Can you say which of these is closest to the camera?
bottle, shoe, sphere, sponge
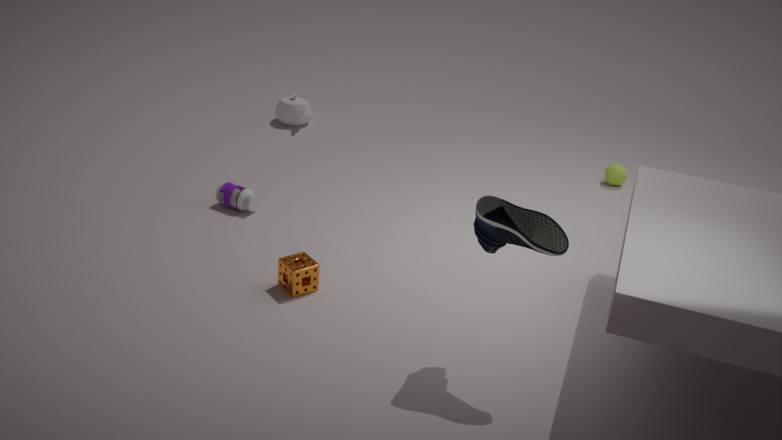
shoe
